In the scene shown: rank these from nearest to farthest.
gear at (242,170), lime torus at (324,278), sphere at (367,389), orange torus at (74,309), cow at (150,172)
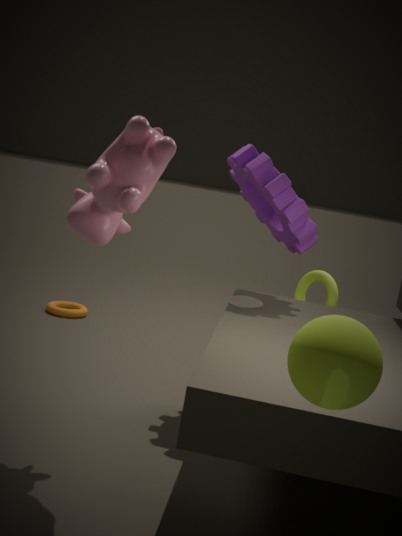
sphere at (367,389) → cow at (150,172) → gear at (242,170) → lime torus at (324,278) → orange torus at (74,309)
